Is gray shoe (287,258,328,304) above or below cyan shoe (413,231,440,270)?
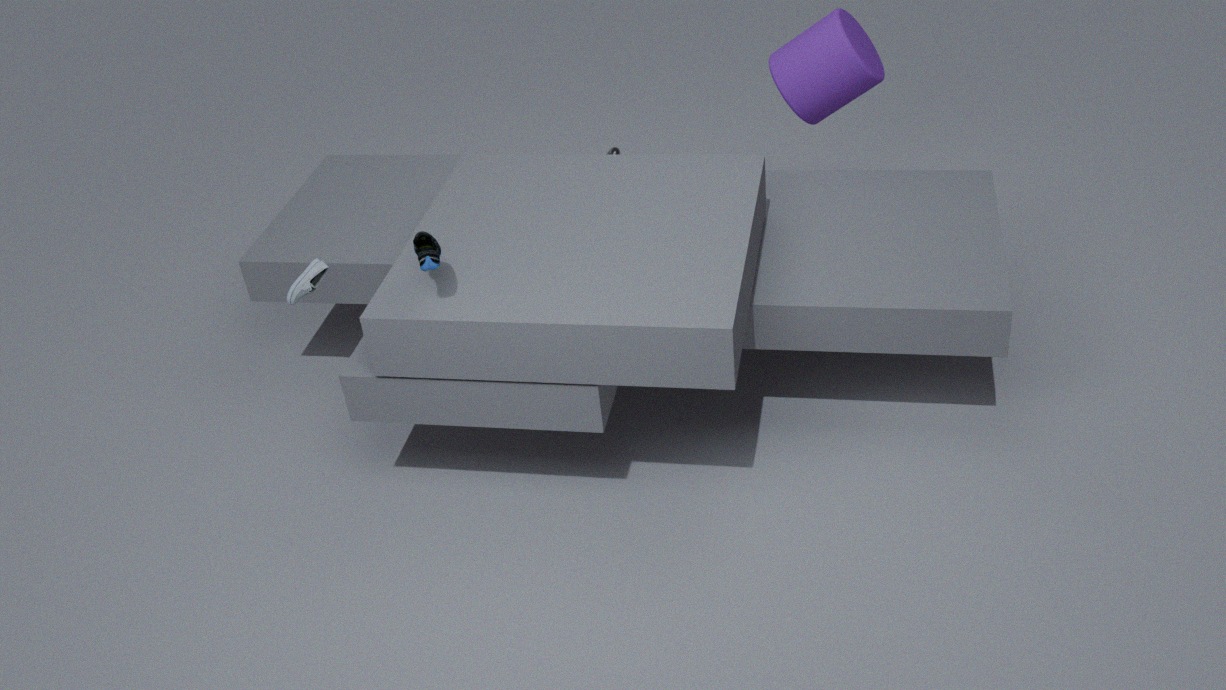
below
